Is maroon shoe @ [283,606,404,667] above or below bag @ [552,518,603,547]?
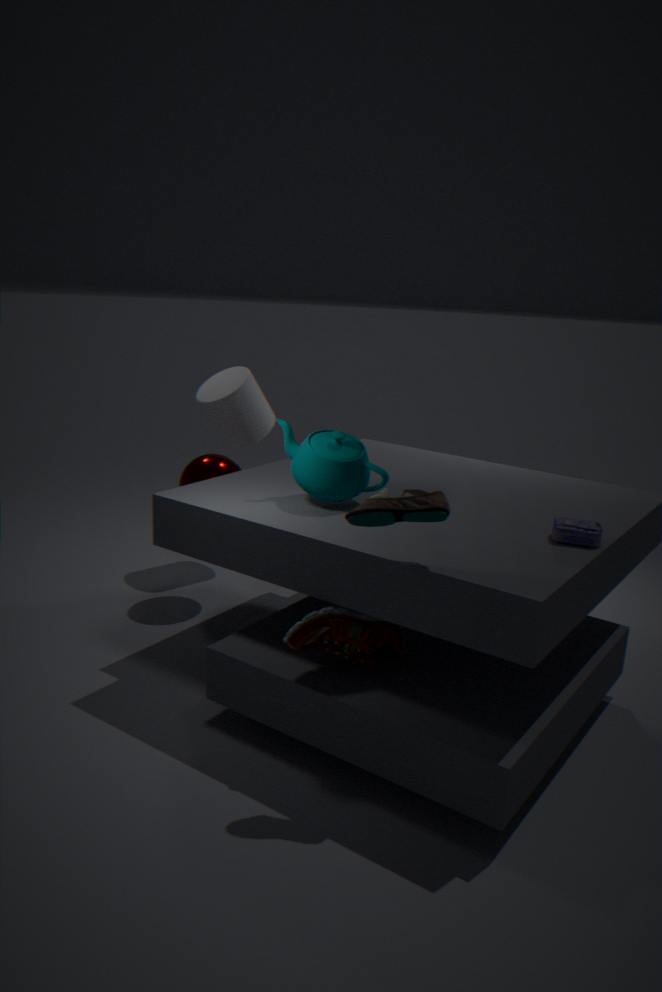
below
